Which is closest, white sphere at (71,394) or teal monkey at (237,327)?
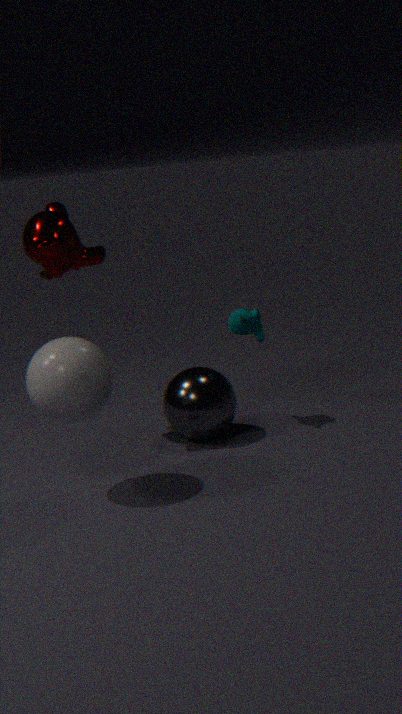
white sphere at (71,394)
